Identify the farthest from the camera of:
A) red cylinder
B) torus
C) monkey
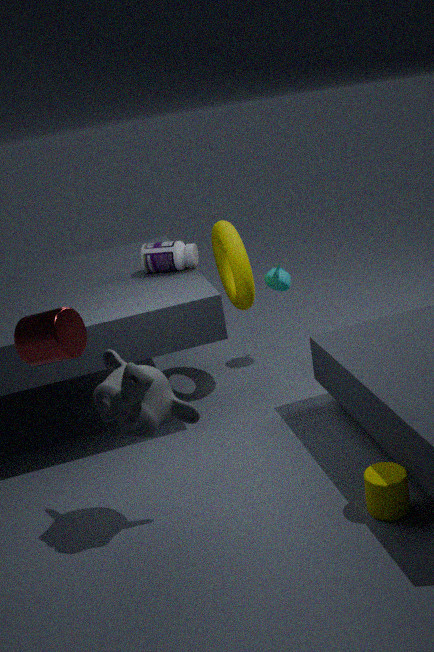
torus
